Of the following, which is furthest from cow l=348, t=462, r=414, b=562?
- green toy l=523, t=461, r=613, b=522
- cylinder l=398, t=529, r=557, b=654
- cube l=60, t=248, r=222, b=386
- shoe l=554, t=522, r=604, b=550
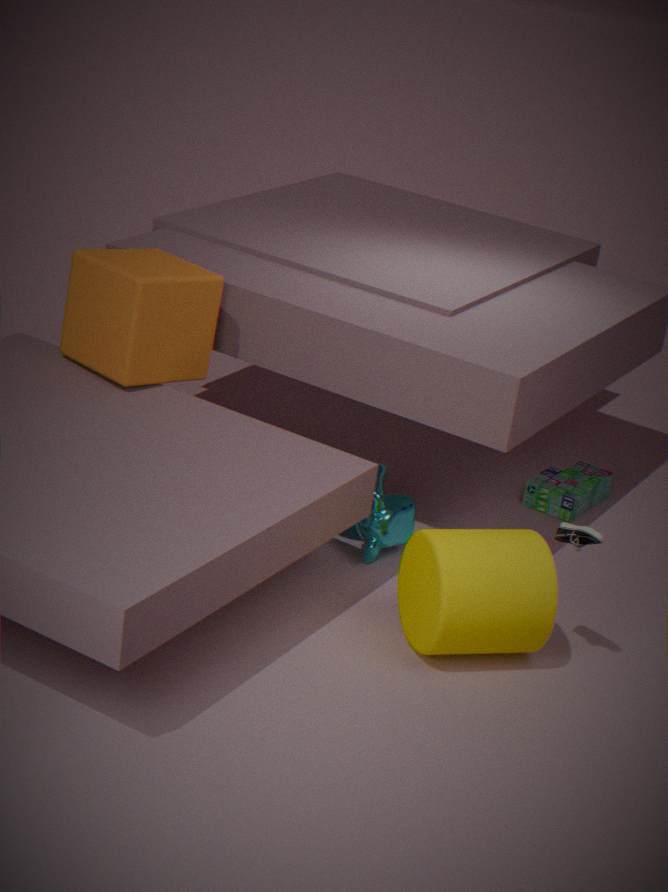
shoe l=554, t=522, r=604, b=550
